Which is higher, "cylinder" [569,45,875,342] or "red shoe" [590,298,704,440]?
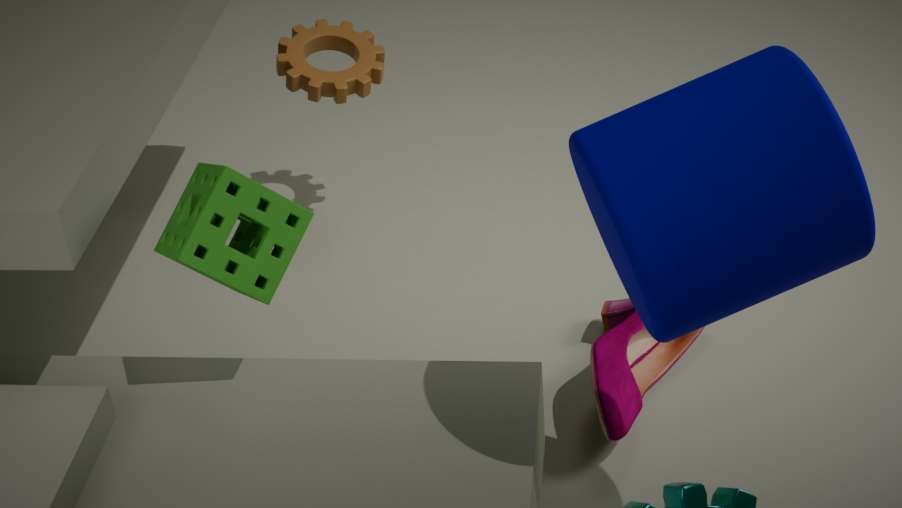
"cylinder" [569,45,875,342]
